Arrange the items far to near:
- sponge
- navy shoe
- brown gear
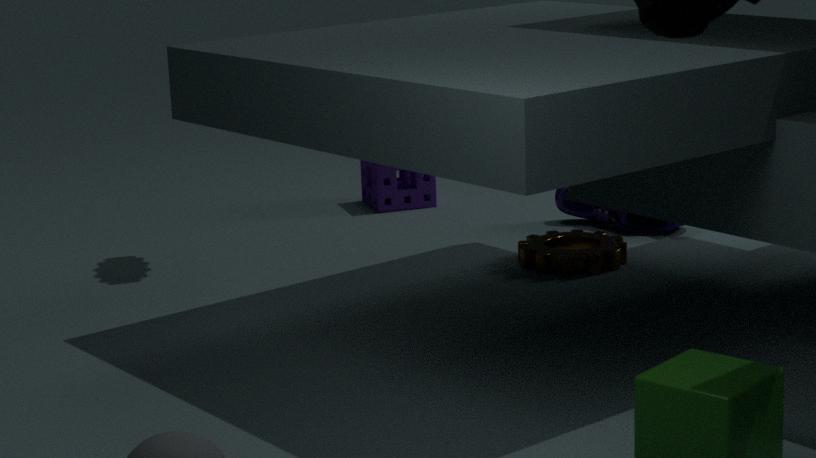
sponge → navy shoe → brown gear
